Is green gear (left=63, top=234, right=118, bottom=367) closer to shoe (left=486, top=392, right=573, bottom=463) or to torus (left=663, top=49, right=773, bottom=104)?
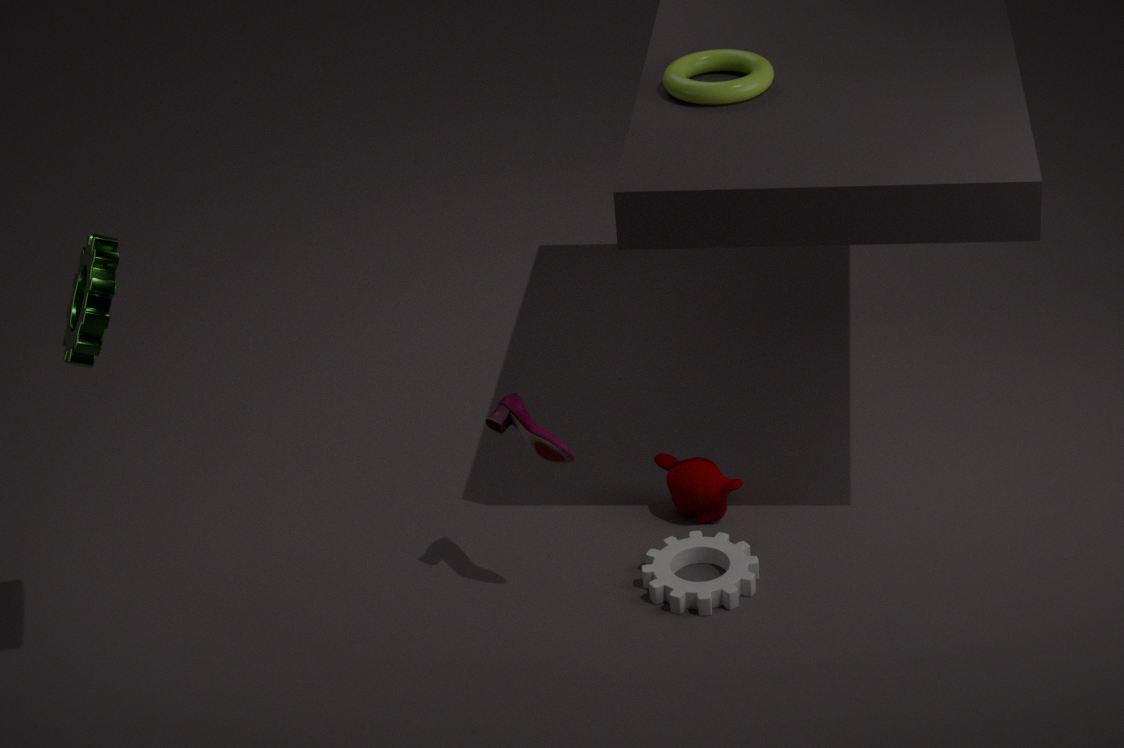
shoe (left=486, top=392, right=573, bottom=463)
